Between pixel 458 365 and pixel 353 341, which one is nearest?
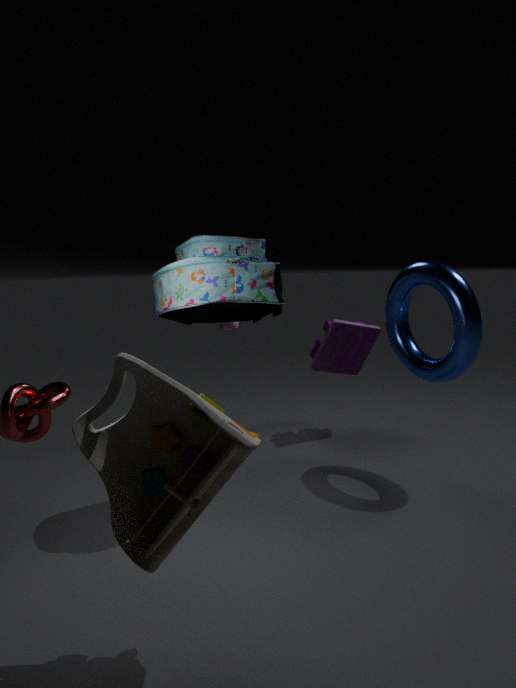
pixel 458 365
